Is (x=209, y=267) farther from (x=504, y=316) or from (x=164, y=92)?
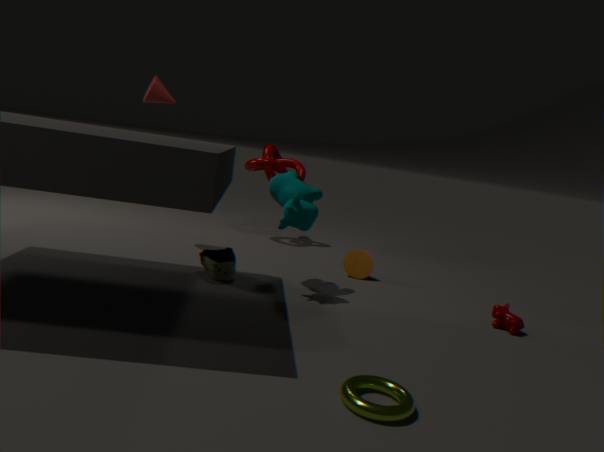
(x=504, y=316)
